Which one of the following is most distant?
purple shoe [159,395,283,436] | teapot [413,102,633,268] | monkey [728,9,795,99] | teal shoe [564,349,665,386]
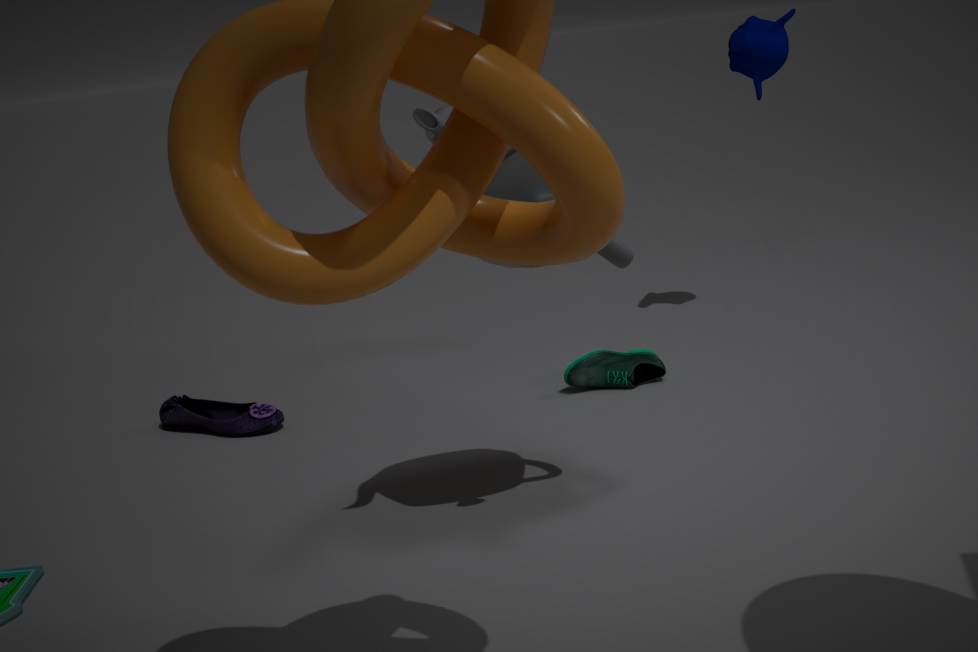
monkey [728,9,795,99]
